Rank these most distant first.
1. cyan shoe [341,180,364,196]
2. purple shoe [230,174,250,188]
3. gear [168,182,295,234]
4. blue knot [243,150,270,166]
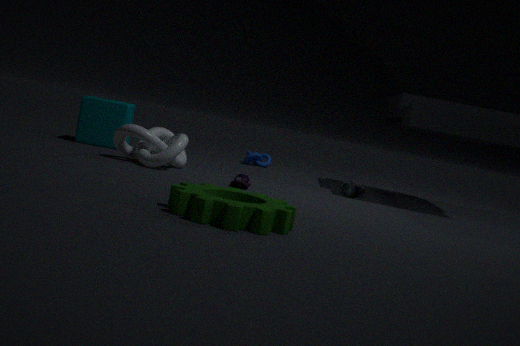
1. blue knot [243,150,270,166]
2. cyan shoe [341,180,364,196]
3. purple shoe [230,174,250,188]
4. gear [168,182,295,234]
